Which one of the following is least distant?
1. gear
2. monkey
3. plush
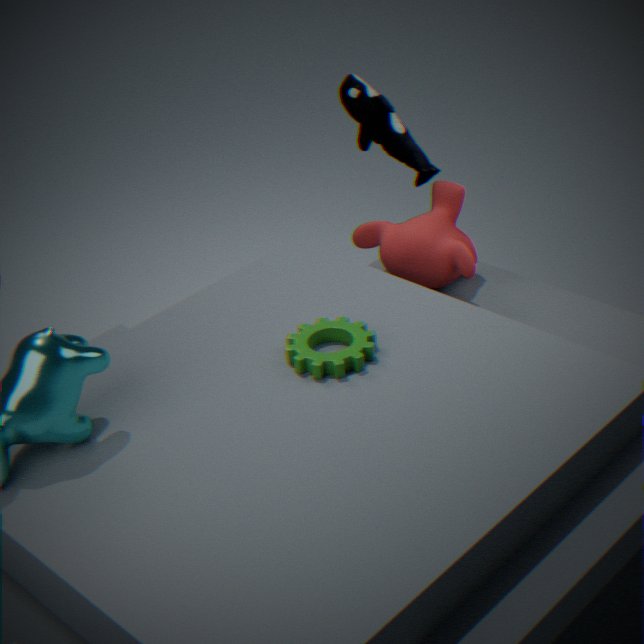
gear
